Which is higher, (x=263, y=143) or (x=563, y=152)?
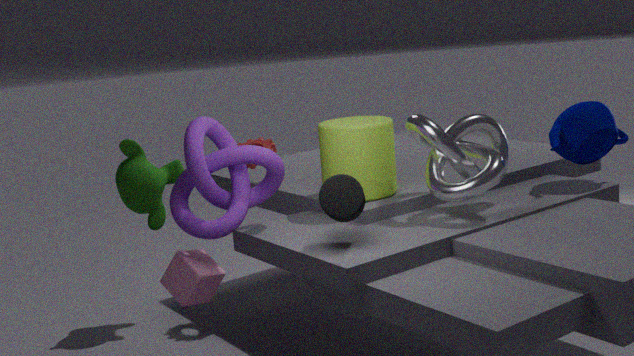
(x=563, y=152)
